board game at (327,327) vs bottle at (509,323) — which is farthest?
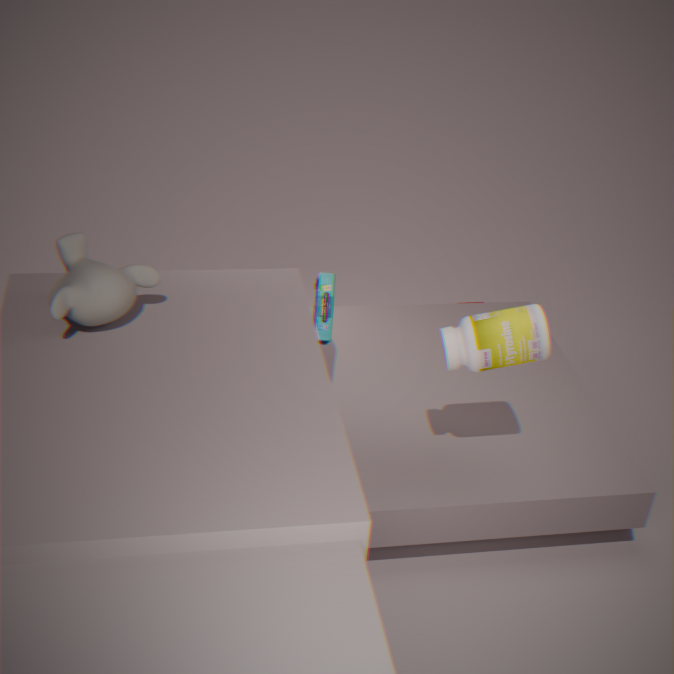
board game at (327,327)
